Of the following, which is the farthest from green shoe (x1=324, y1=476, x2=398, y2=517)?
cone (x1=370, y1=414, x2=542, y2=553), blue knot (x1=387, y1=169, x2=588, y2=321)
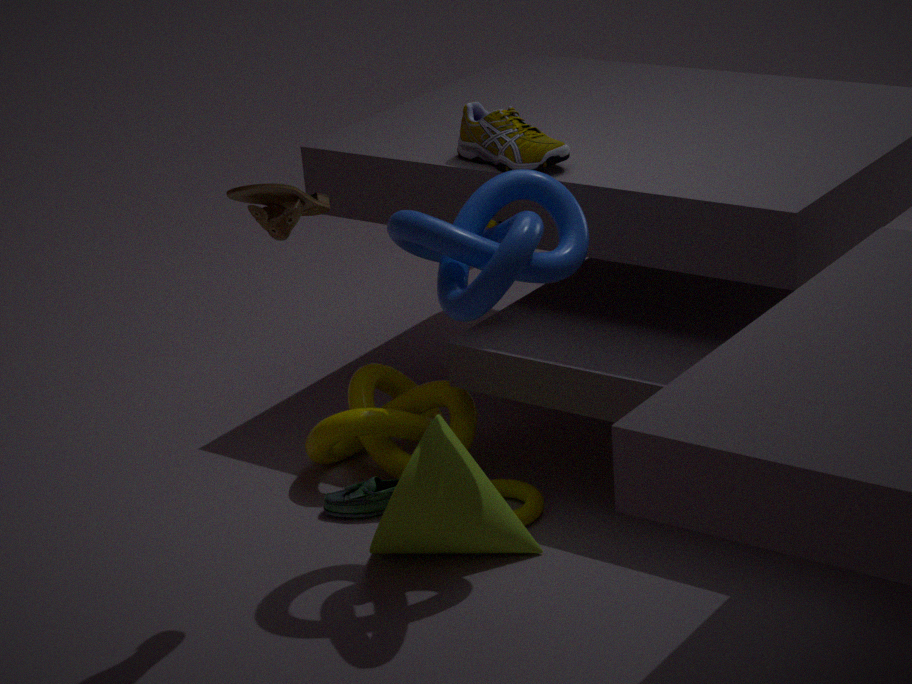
blue knot (x1=387, y1=169, x2=588, y2=321)
